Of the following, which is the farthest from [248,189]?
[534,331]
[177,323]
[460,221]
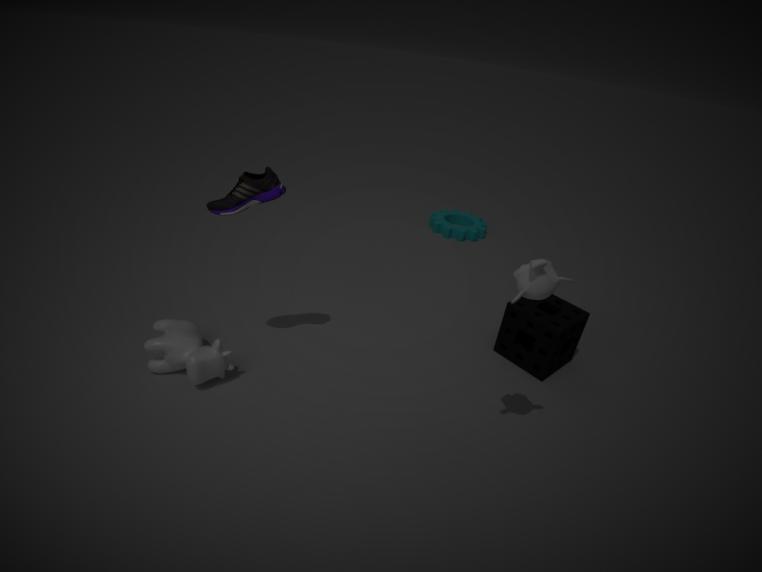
[460,221]
